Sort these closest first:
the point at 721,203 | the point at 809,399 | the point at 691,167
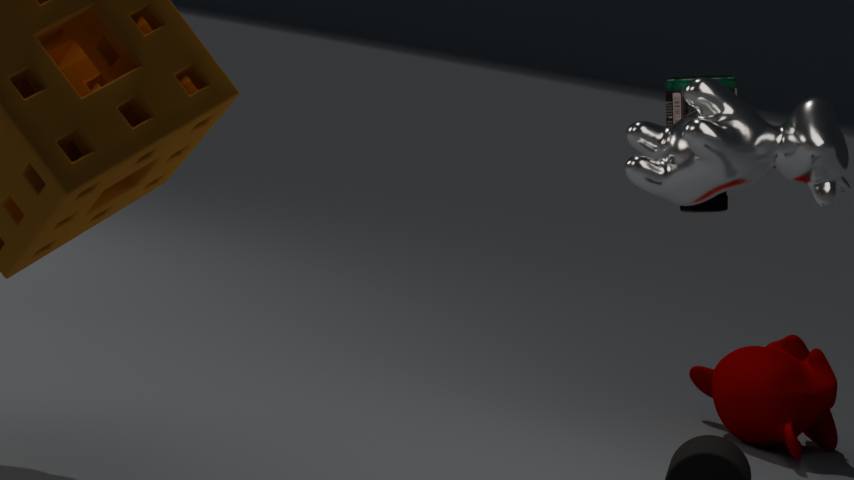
the point at 691,167 → the point at 721,203 → the point at 809,399
